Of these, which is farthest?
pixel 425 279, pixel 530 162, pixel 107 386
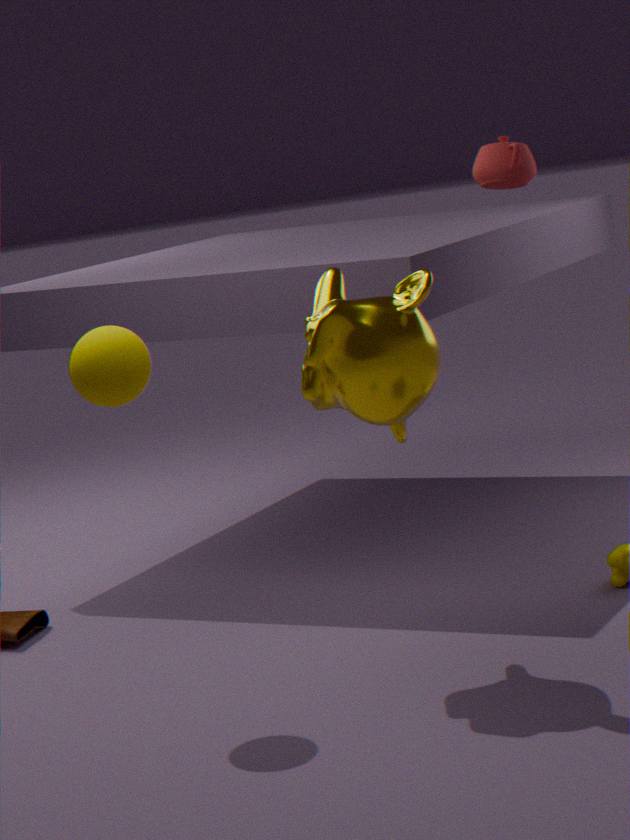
pixel 530 162
